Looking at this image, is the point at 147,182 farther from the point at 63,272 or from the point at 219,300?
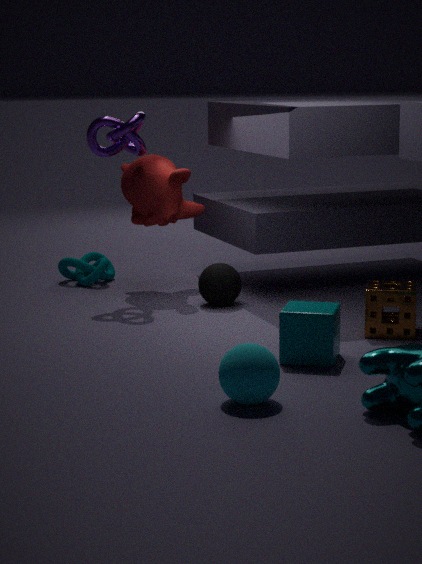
the point at 219,300
